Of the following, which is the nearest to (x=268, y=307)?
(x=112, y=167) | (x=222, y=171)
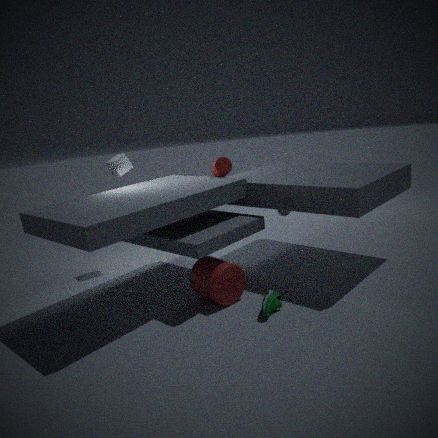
(x=222, y=171)
